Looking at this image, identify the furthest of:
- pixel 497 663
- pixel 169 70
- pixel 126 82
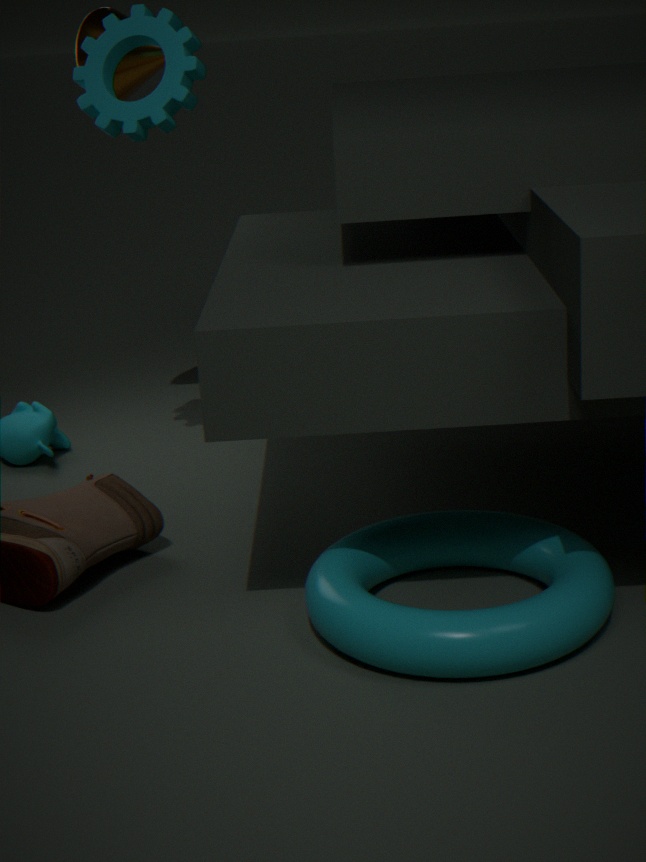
pixel 126 82
